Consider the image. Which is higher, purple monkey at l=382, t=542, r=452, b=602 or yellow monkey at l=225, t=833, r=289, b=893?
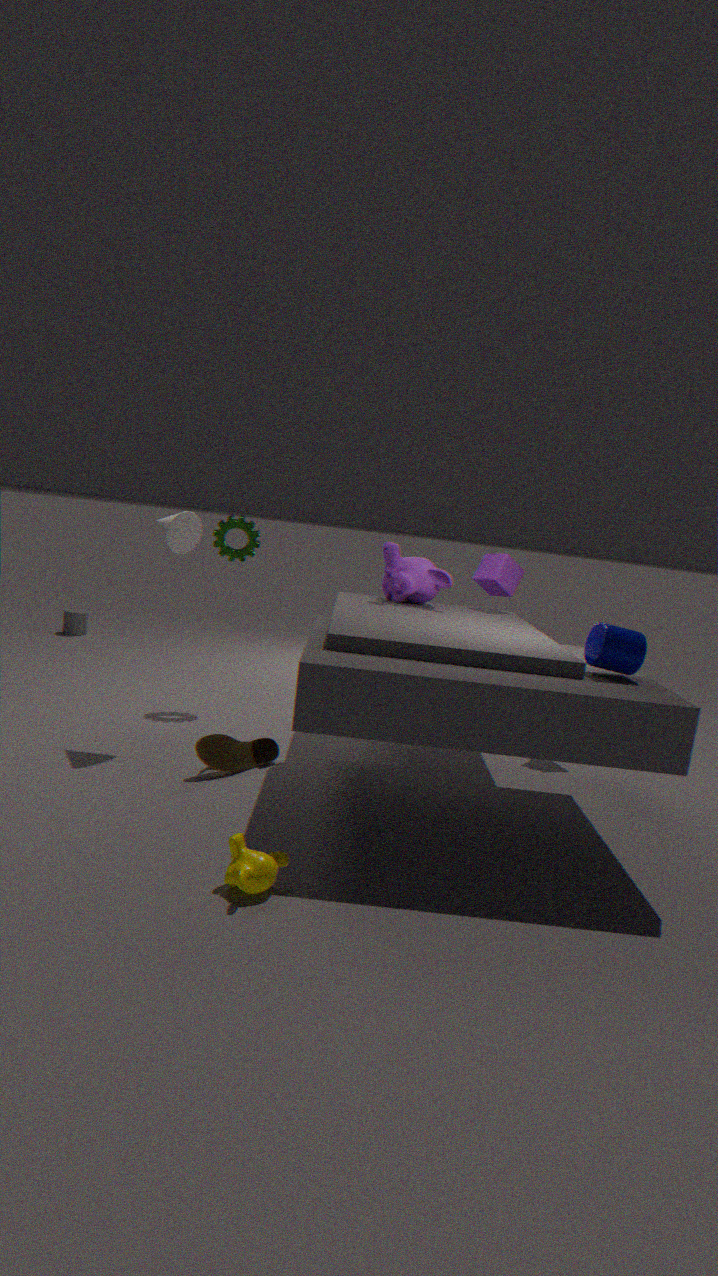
purple monkey at l=382, t=542, r=452, b=602
